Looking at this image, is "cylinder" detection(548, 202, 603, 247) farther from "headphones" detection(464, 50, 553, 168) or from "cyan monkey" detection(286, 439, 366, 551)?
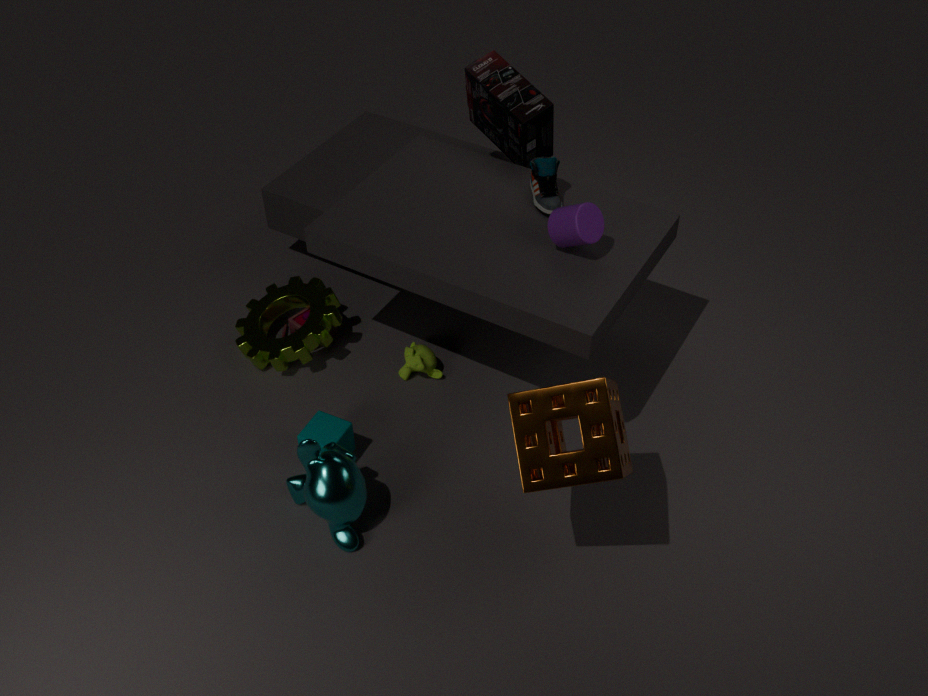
"cyan monkey" detection(286, 439, 366, 551)
